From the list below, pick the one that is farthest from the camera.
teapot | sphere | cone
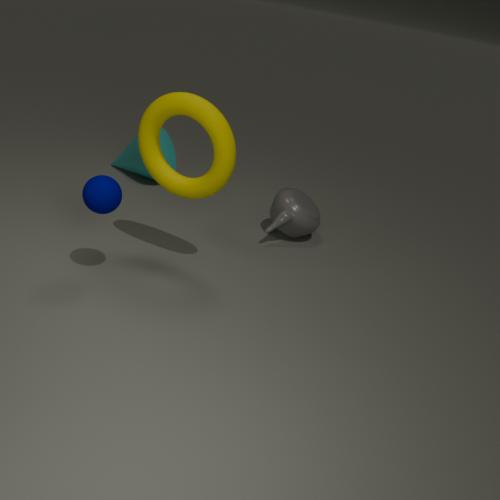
cone
